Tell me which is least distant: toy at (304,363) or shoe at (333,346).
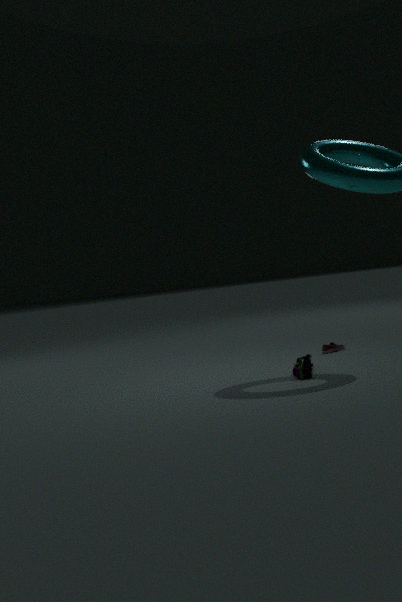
toy at (304,363)
